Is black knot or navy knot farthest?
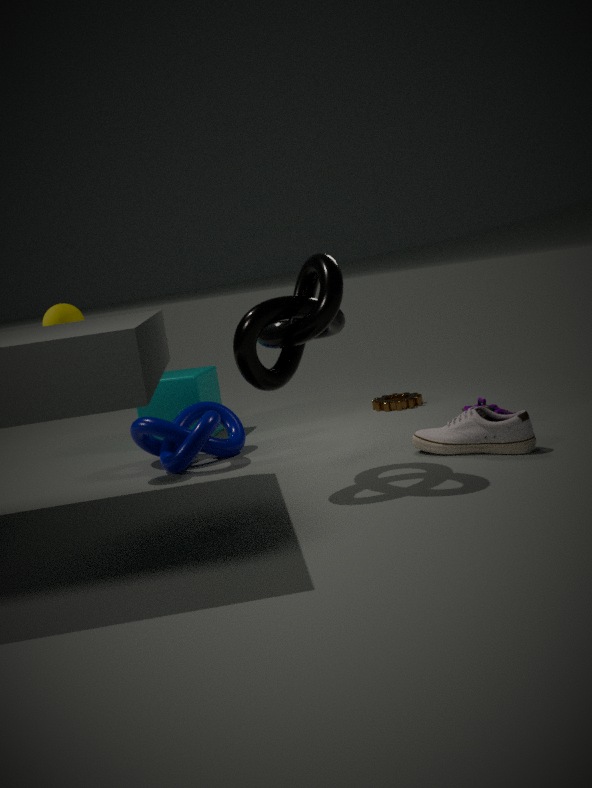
navy knot
